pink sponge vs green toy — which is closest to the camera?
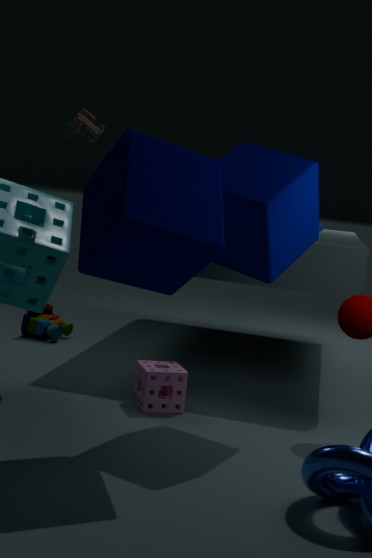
pink sponge
